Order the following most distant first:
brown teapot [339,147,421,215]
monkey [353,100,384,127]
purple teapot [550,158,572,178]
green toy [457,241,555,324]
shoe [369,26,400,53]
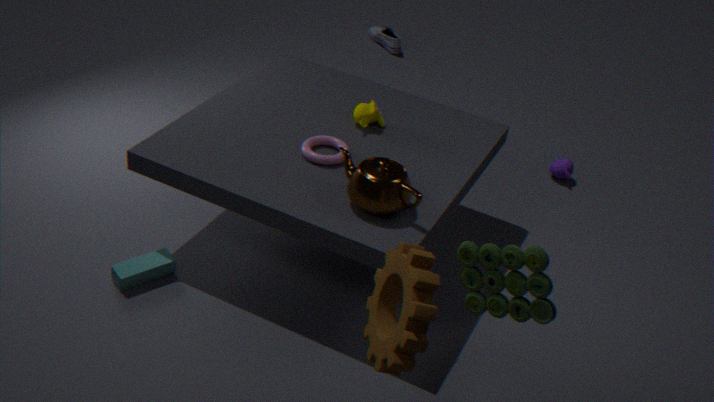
1. shoe [369,26,400,53]
2. purple teapot [550,158,572,178]
3. monkey [353,100,384,127]
4. brown teapot [339,147,421,215]
5. green toy [457,241,555,324]
